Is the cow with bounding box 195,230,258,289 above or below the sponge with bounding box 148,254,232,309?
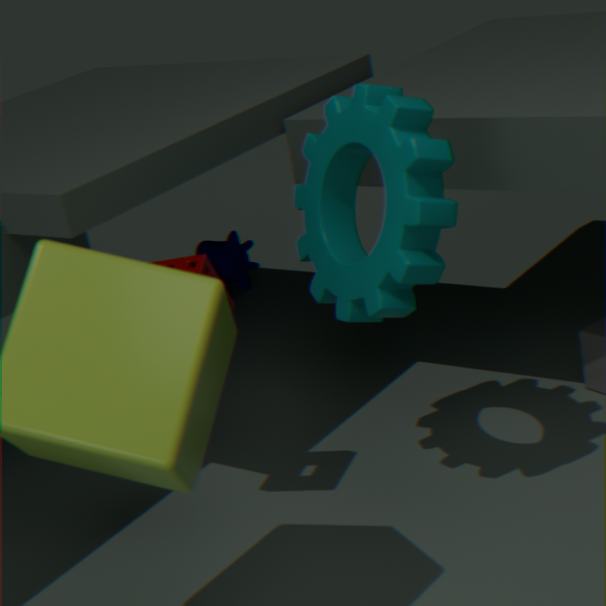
below
